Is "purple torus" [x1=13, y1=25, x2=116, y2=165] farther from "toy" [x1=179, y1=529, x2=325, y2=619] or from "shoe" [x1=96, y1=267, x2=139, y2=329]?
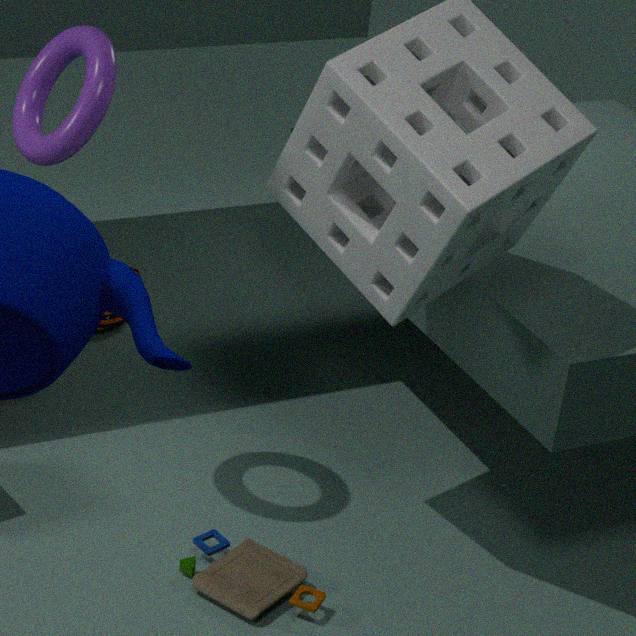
"shoe" [x1=96, y1=267, x2=139, y2=329]
